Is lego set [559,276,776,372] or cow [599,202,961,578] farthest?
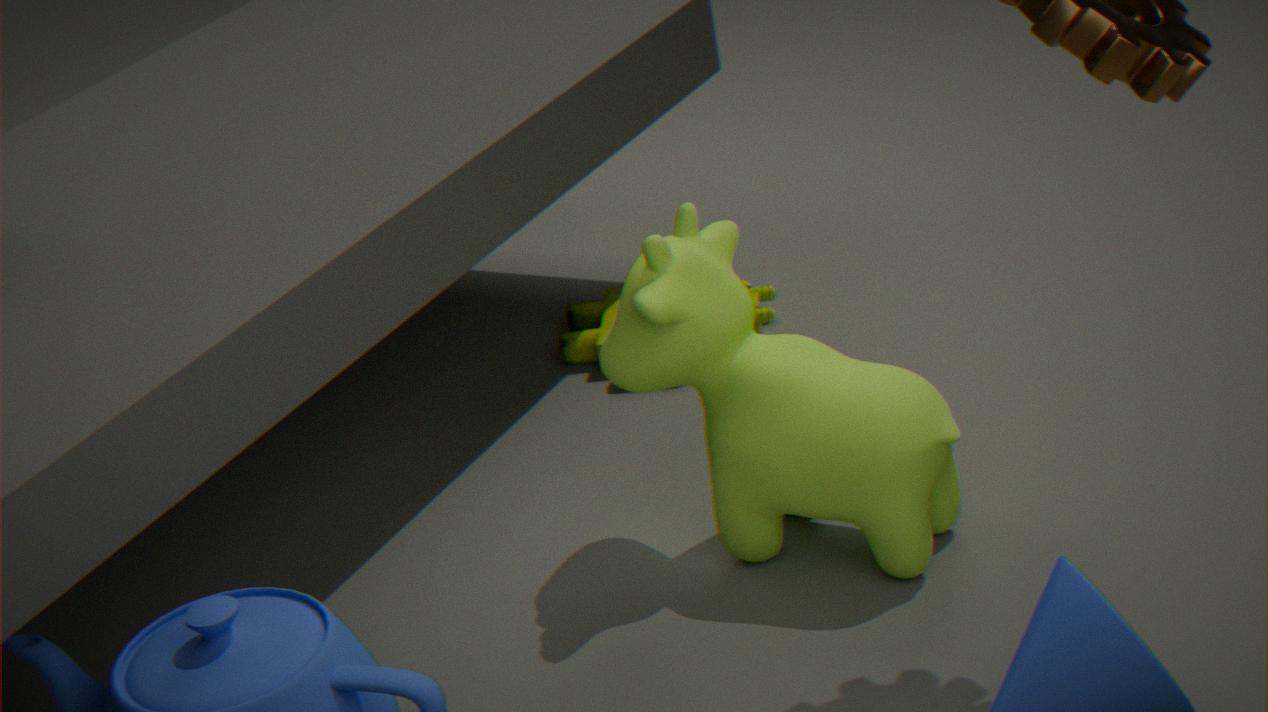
lego set [559,276,776,372]
